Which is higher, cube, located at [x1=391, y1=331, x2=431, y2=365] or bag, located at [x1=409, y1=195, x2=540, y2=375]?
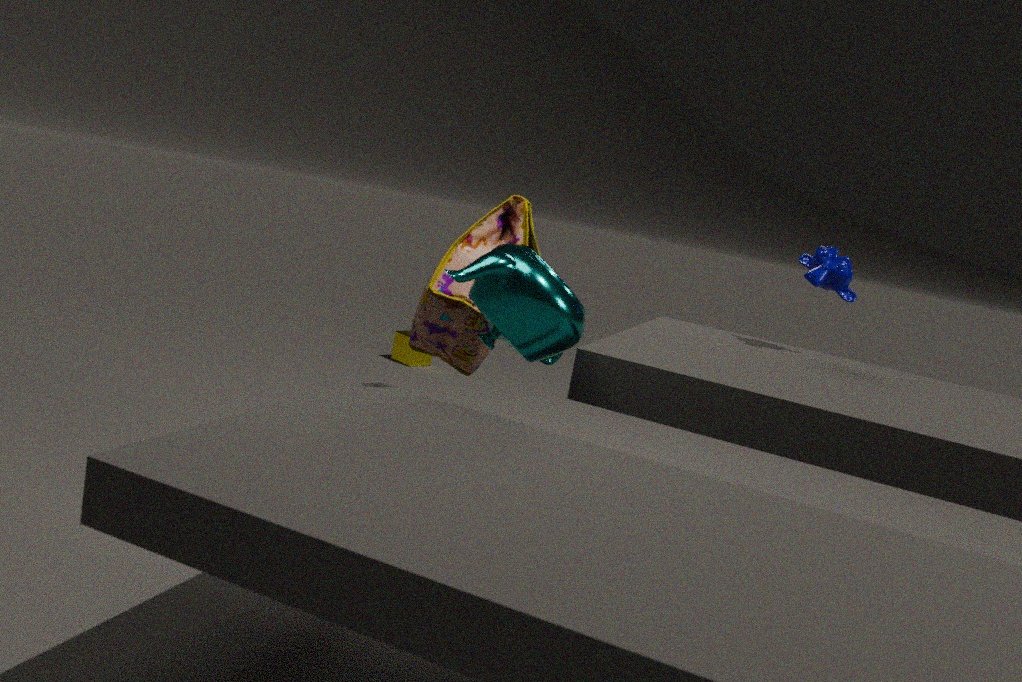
bag, located at [x1=409, y1=195, x2=540, y2=375]
